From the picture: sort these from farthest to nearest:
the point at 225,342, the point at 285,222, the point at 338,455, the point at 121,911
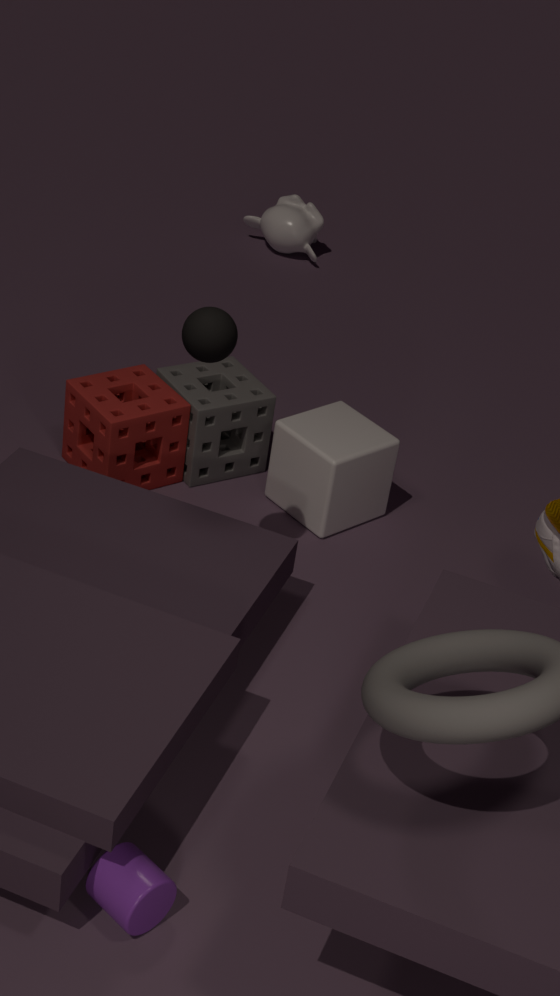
the point at 285,222 → the point at 338,455 → the point at 225,342 → the point at 121,911
